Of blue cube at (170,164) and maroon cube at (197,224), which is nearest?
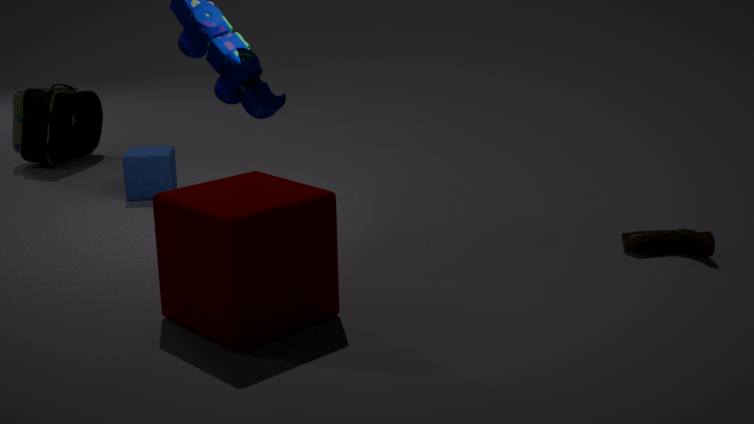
maroon cube at (197,224)
